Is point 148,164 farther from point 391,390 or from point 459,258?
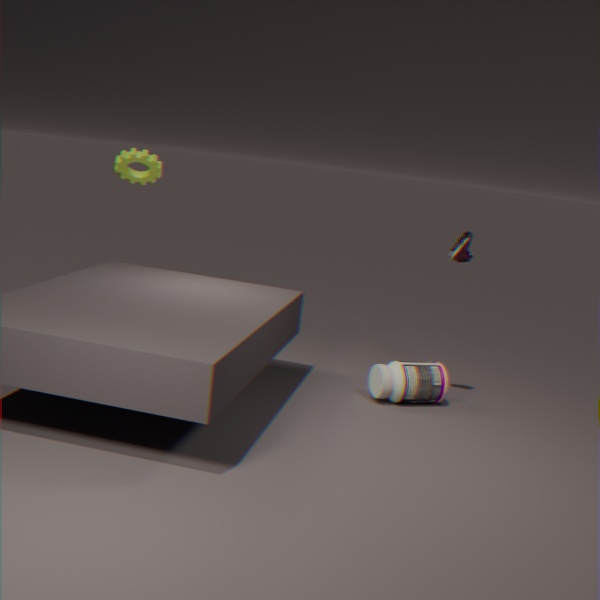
point 391,390
